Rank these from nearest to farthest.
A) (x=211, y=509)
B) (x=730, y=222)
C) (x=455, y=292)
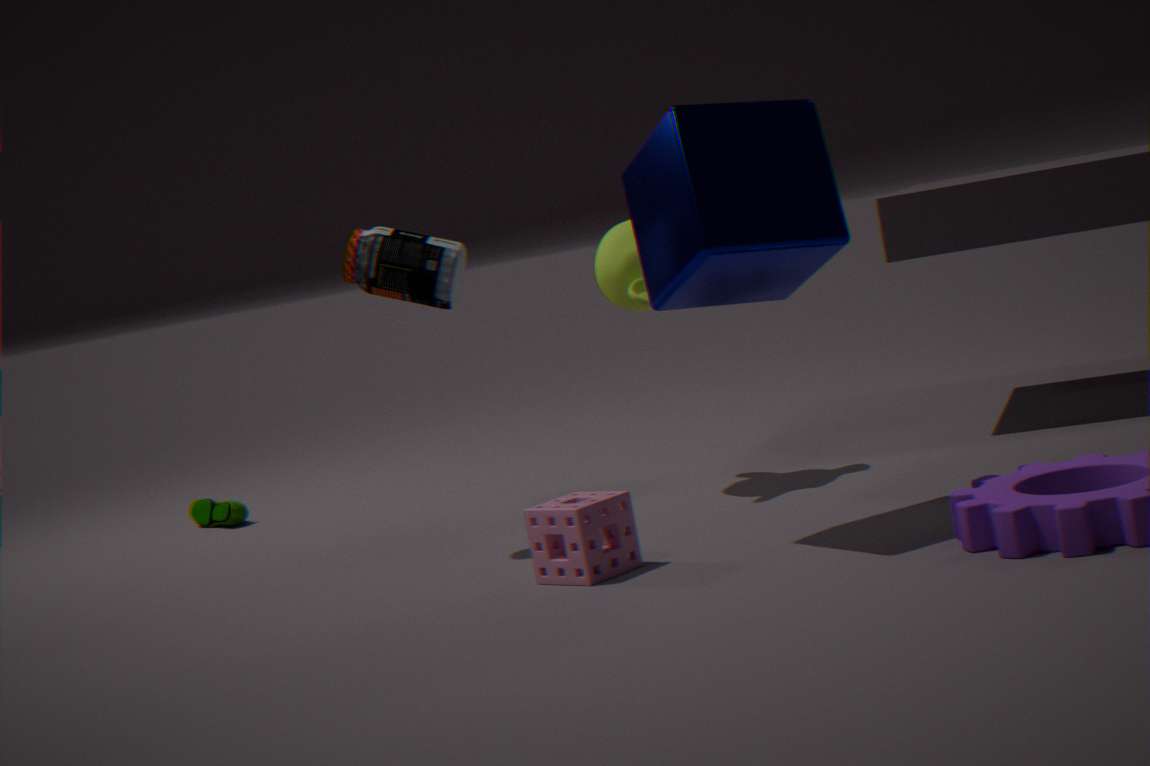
(x=730, y=222) < (x=455, y=292) < (x=211, y=509)
